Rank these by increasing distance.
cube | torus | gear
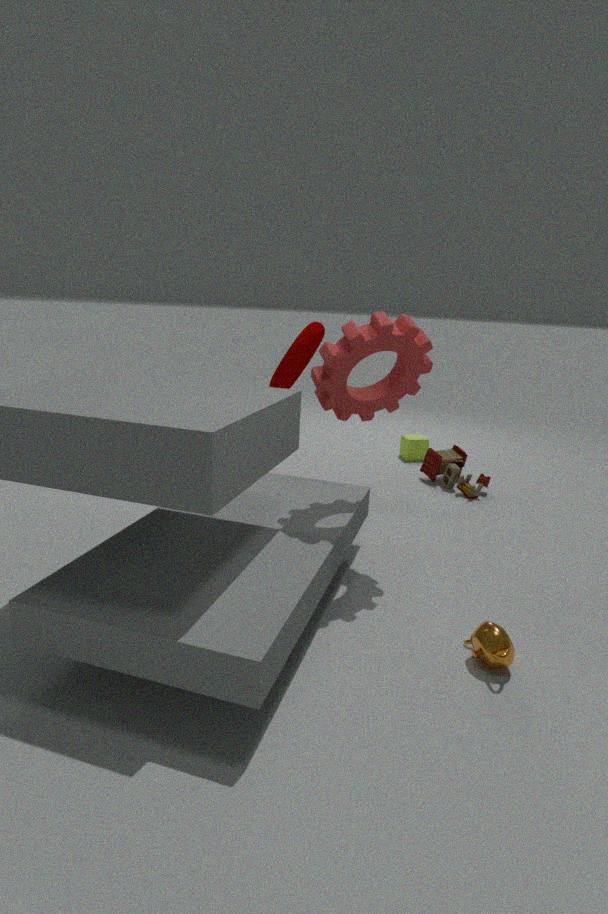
gear → torus → cube
